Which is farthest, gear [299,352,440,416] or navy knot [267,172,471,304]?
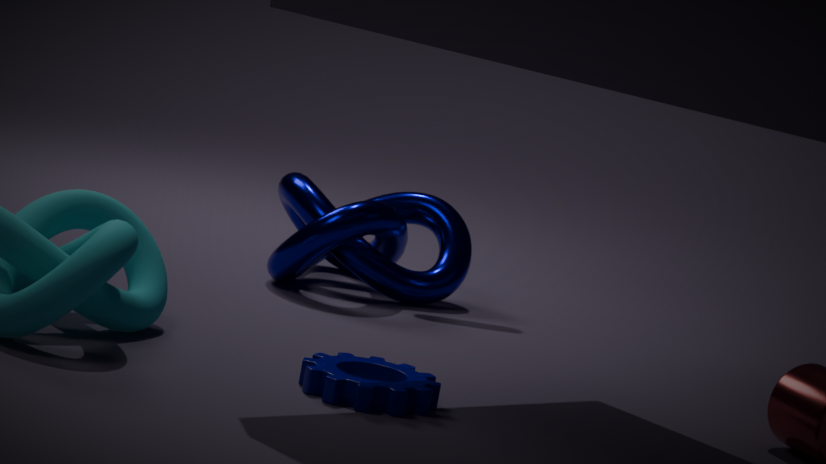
navy knot [267,172,471,304]
